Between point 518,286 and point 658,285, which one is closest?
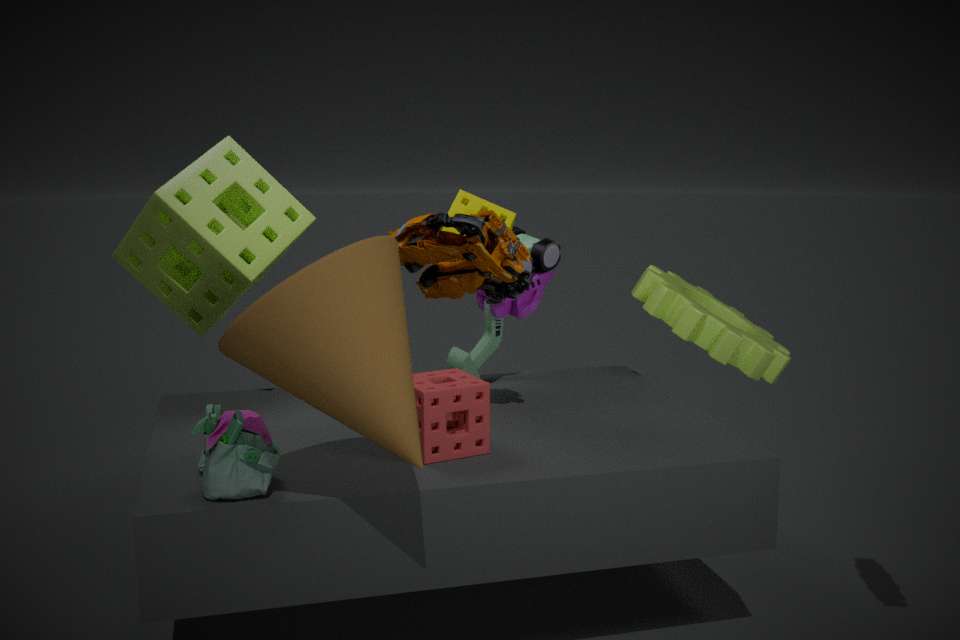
point 518,286
